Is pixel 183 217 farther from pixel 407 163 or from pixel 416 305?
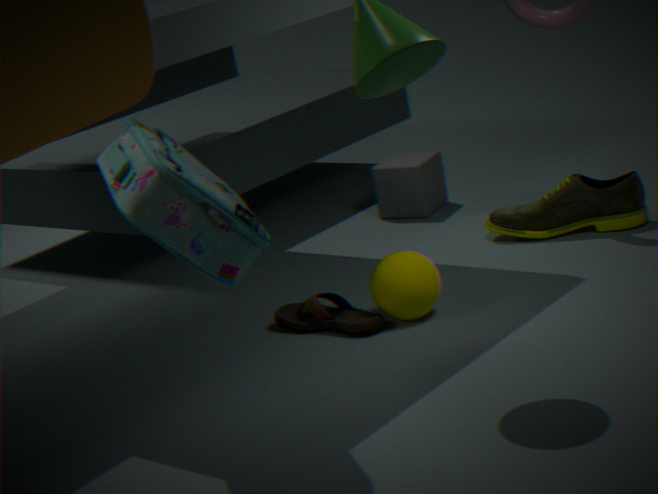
pixel 407 163
